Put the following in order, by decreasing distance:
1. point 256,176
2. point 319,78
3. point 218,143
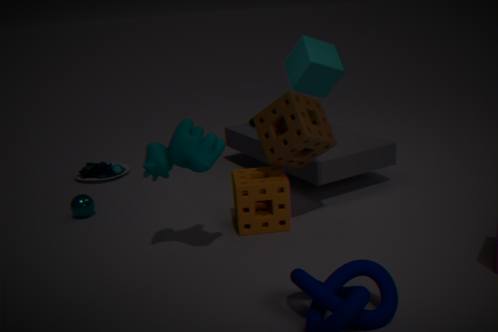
point 319,78 < point 256,176 < point 218,143
